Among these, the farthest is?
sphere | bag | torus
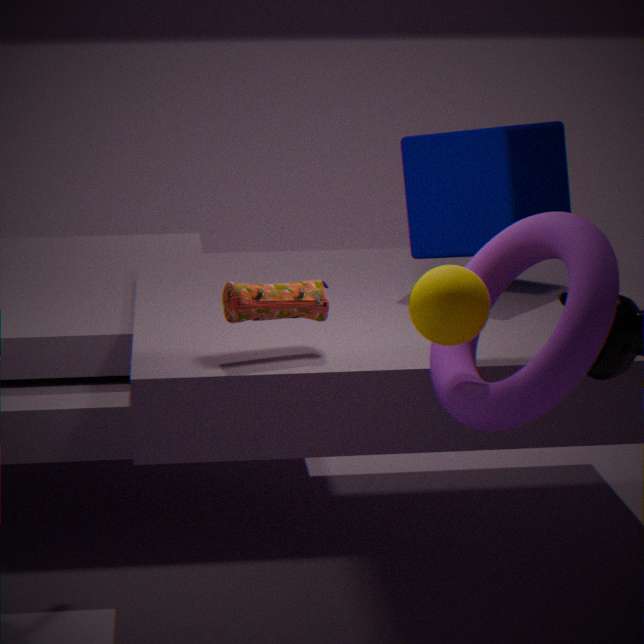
bag
